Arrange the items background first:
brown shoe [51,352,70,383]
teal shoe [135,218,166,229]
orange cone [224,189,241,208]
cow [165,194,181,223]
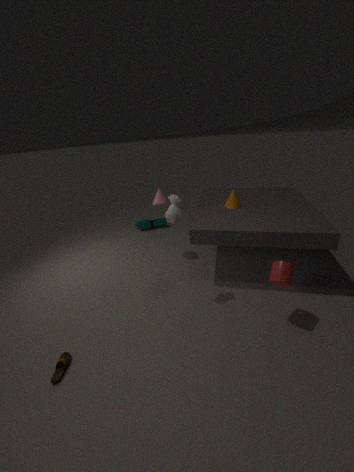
teal shoe [135,218,166,229]
orange cone [224,189,241,208]
cow [165,194,181,223]
brown shoe [51,352,70,383]
